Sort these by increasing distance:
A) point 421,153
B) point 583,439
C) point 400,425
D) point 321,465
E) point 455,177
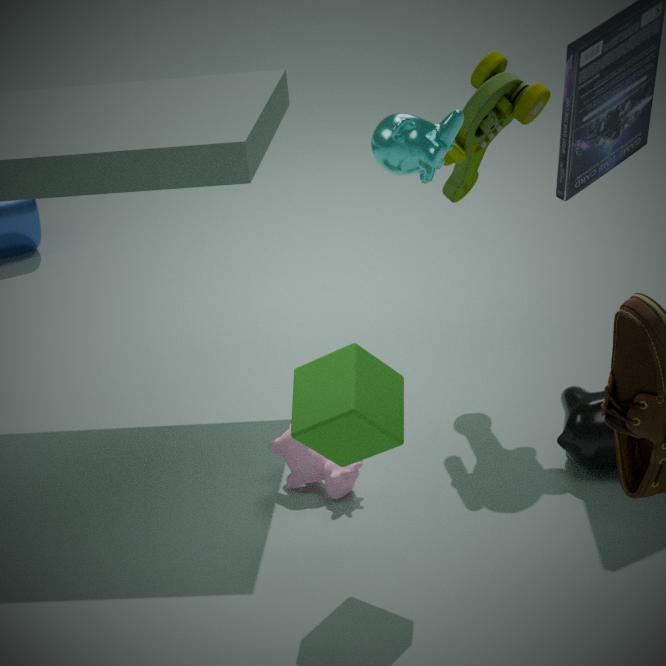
point 421,153, point 400,425, point 583,439, point 321,465, point 455,177
